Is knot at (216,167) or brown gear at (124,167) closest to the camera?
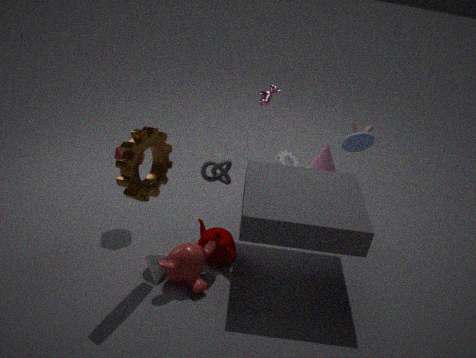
brown gear at (124,167)
